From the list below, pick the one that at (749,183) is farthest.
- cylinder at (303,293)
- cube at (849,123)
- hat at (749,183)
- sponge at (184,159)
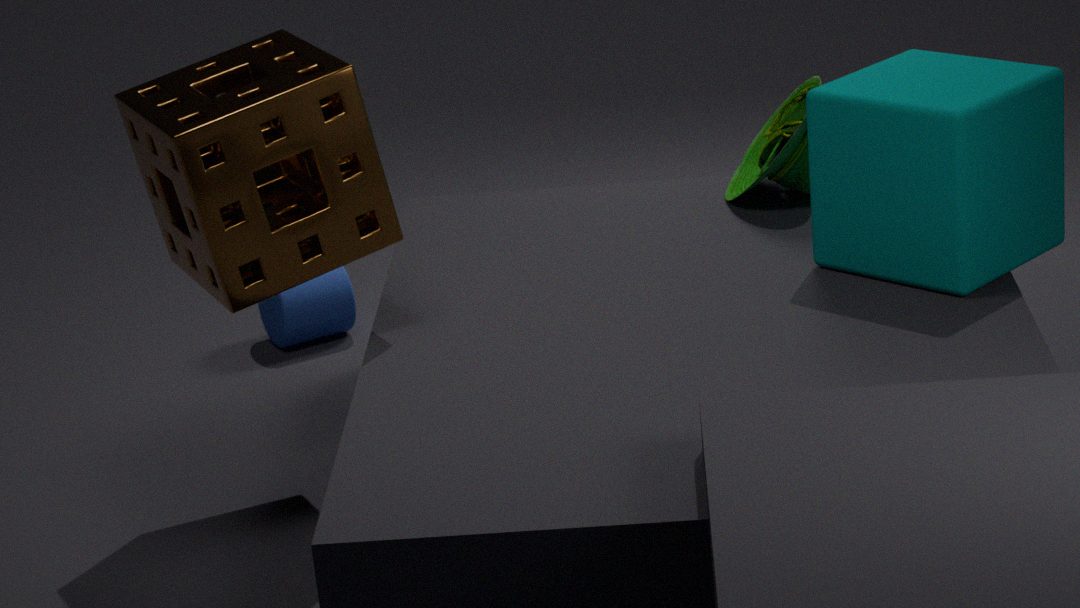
cylinder at (303,293)
